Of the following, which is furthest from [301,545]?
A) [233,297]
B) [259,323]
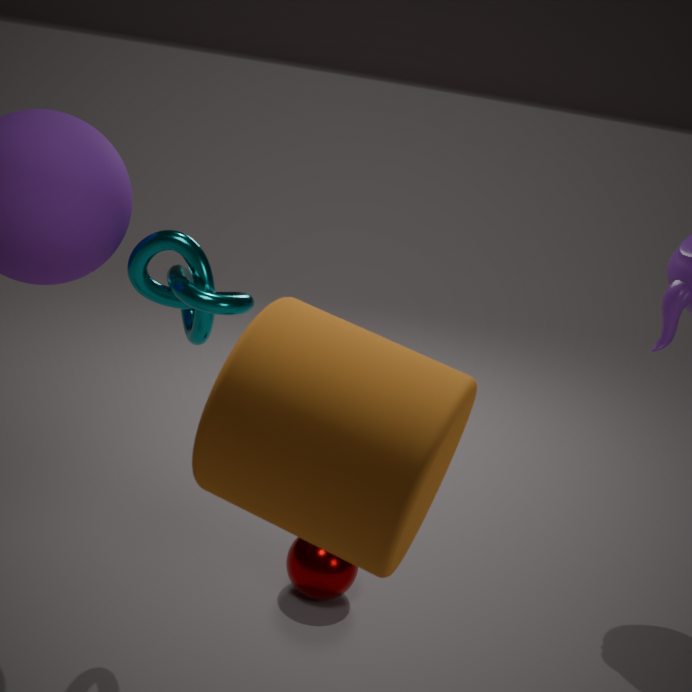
[259,323]
